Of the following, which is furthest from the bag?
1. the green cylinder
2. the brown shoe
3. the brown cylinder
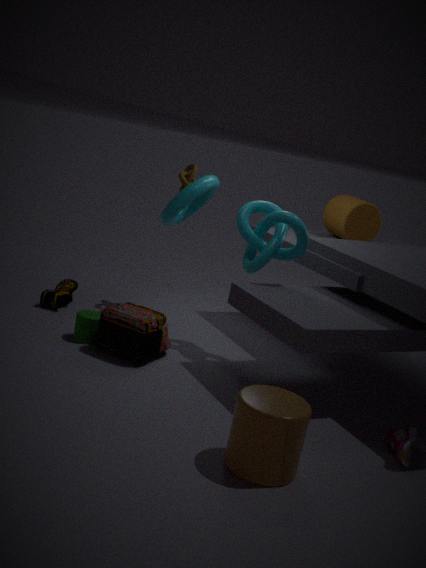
the brown cylinder
